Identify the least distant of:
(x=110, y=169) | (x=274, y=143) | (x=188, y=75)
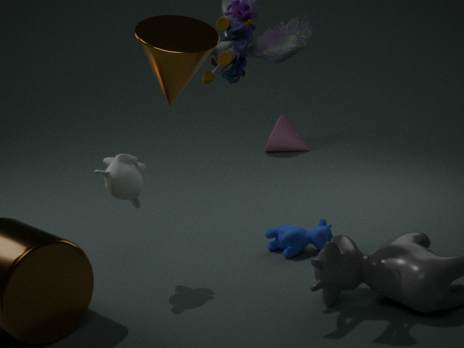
(x=188, y=75)
